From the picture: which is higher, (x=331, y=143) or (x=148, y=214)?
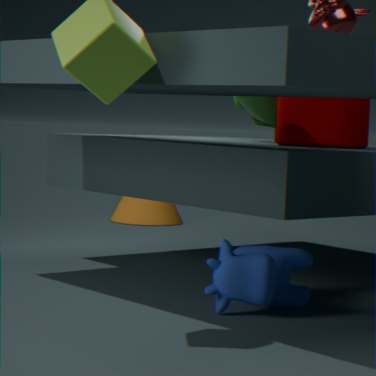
(x=331, y=143)
